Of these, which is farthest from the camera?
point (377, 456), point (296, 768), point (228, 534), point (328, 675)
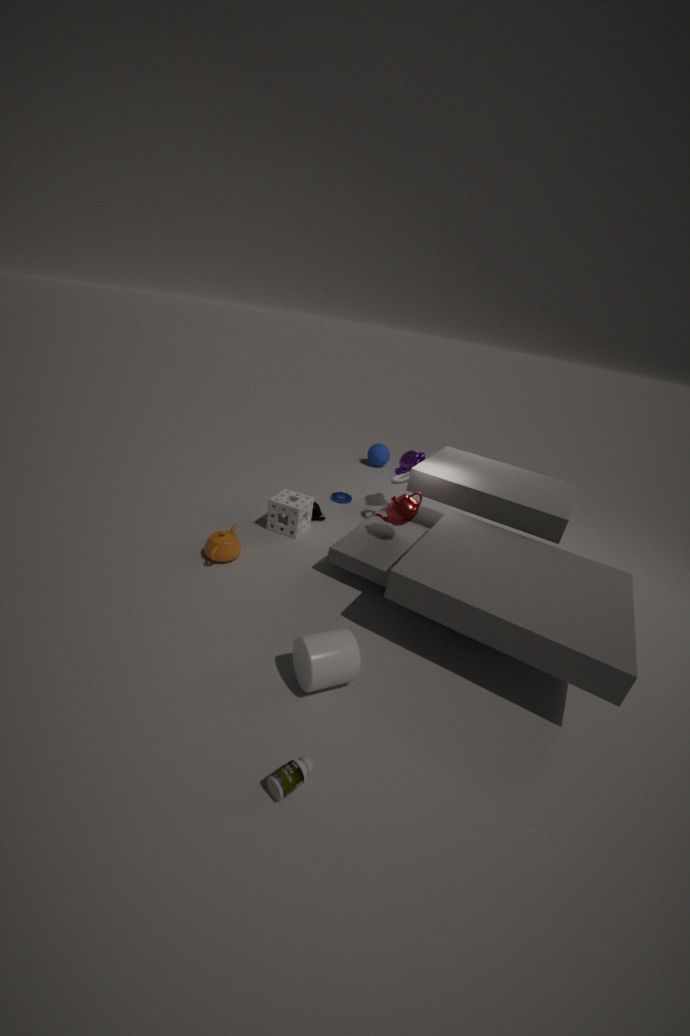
point (377, 456)
